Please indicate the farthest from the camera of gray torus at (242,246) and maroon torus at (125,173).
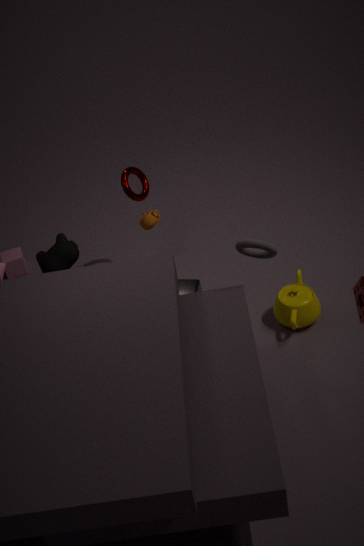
maroon torus at (125,173)
